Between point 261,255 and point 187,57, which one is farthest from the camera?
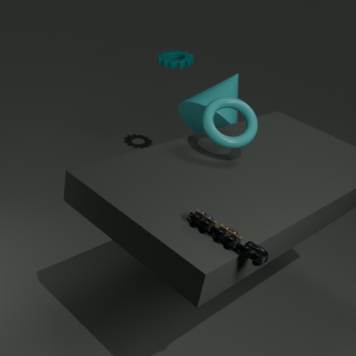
point 187,57
